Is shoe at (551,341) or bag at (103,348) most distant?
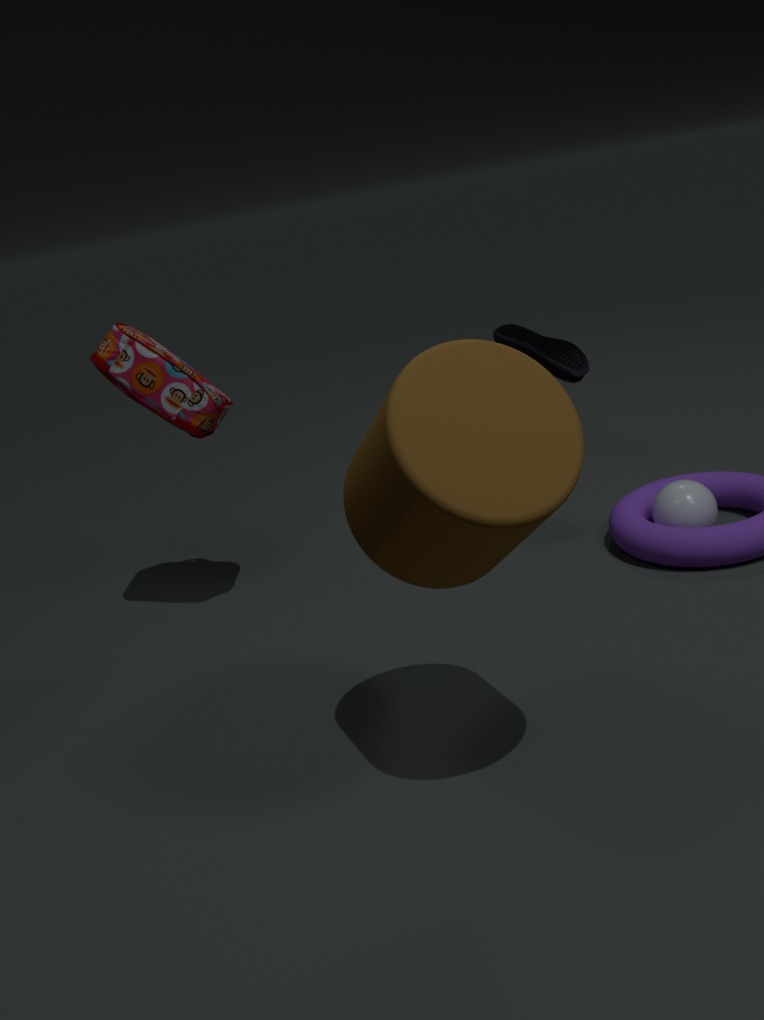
shoe at (551,341)
